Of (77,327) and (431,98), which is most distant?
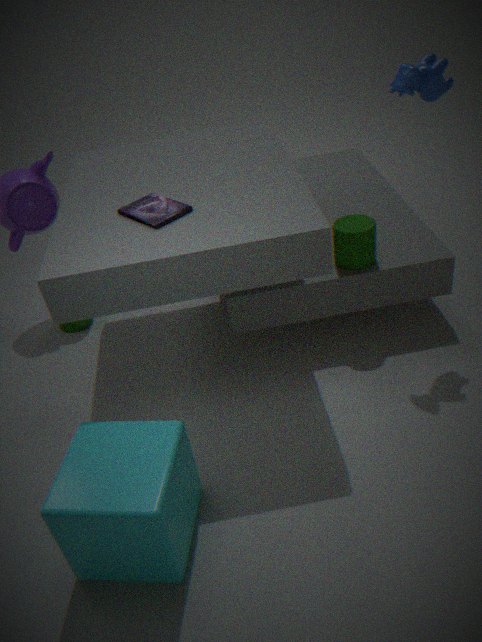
(77,327)
